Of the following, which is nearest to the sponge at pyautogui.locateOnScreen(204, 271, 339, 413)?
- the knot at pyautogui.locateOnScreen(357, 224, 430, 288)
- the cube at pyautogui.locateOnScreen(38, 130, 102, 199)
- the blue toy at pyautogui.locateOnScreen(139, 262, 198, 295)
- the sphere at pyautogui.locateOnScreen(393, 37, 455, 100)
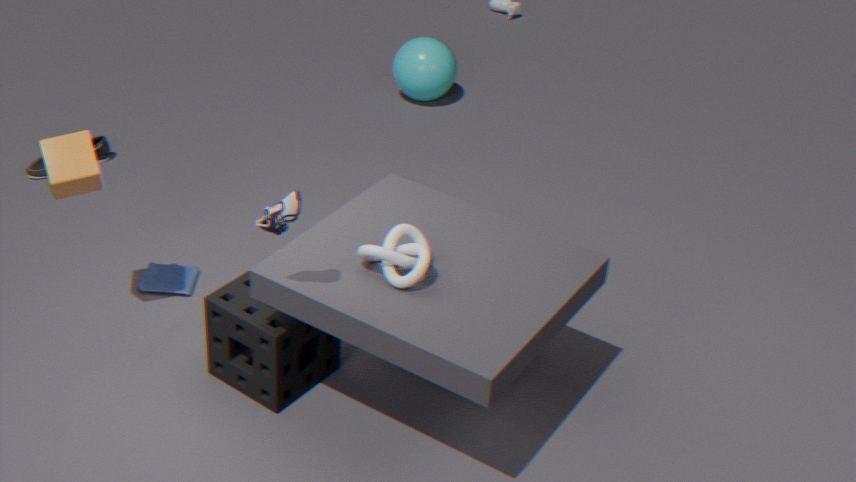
the knot at pyautogui.locateOnScreen(357, 224, 430, 288)
